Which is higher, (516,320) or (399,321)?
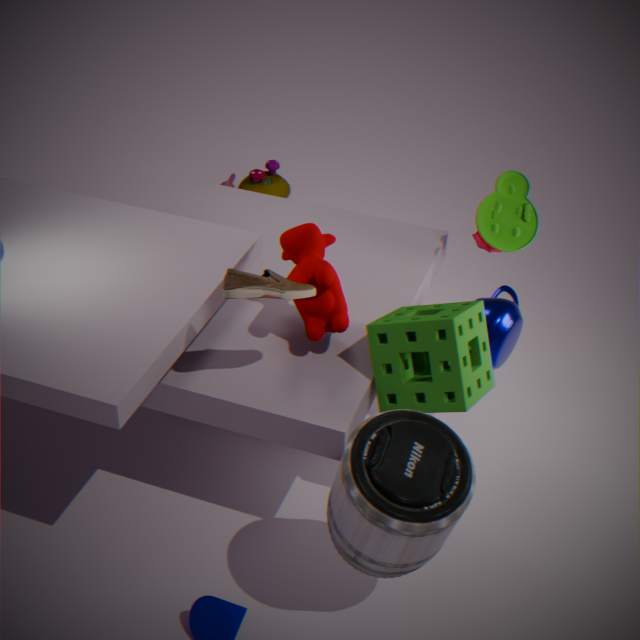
(399,321)
